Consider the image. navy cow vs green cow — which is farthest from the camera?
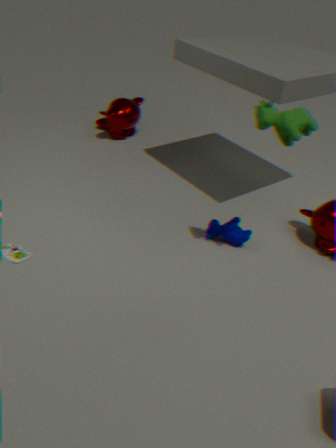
navy cow
